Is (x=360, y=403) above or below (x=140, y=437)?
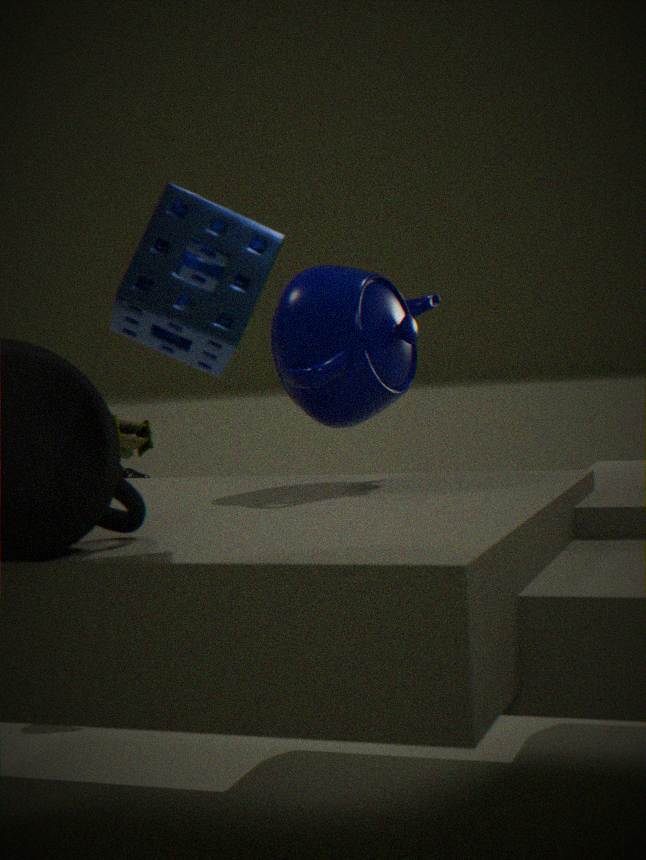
above
